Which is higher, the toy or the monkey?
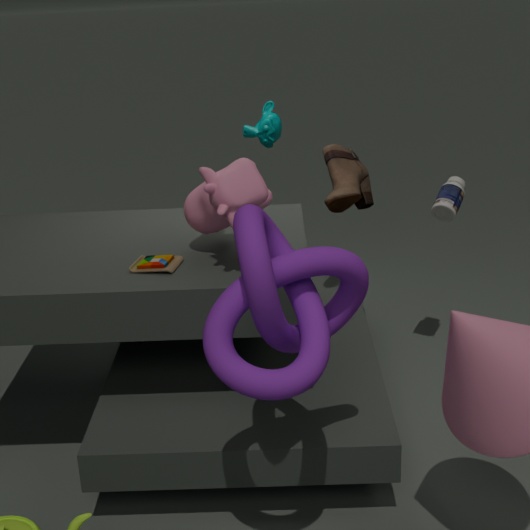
the monkey
